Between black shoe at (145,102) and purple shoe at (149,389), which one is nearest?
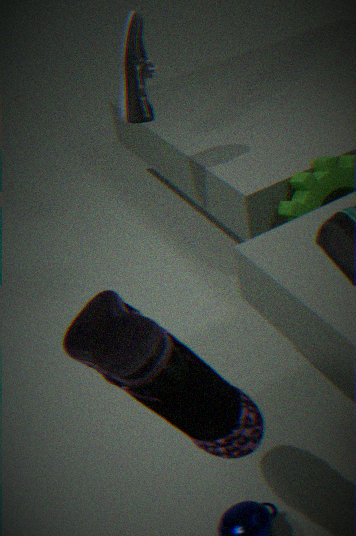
purple shoe at (149,389)
